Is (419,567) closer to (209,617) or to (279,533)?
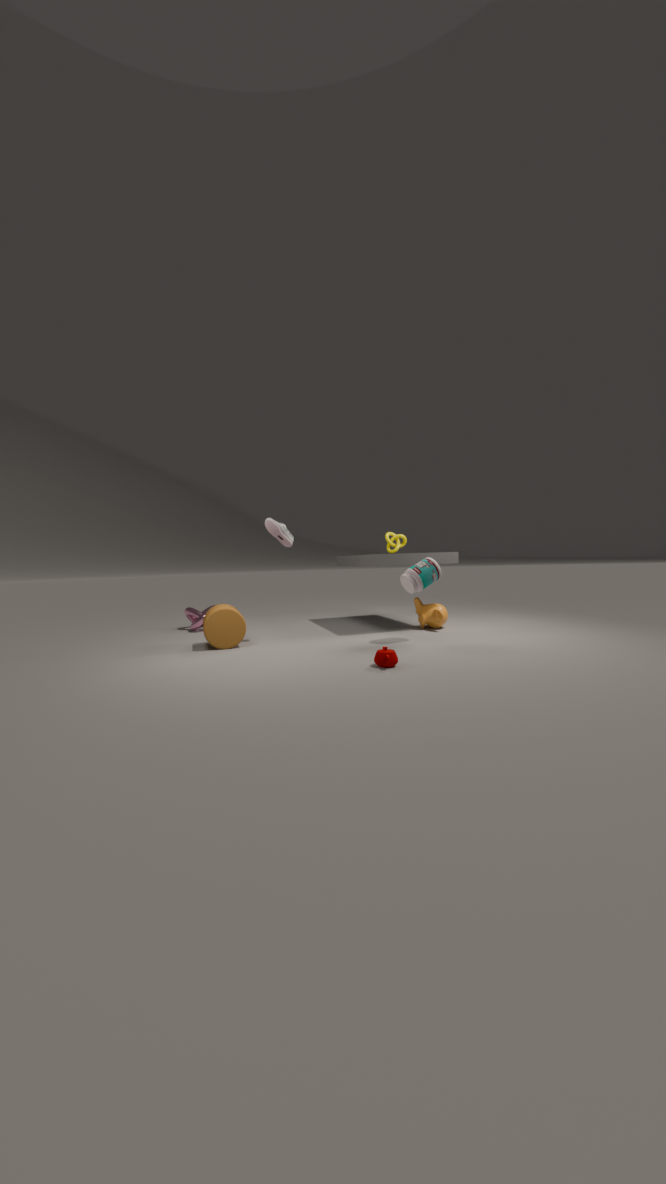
(279,533)
